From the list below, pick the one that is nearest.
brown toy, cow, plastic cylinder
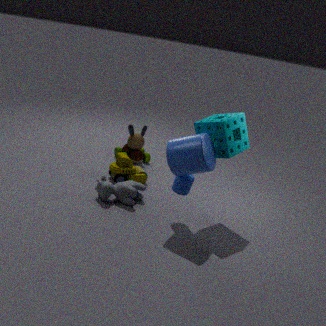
plastic cylinder
